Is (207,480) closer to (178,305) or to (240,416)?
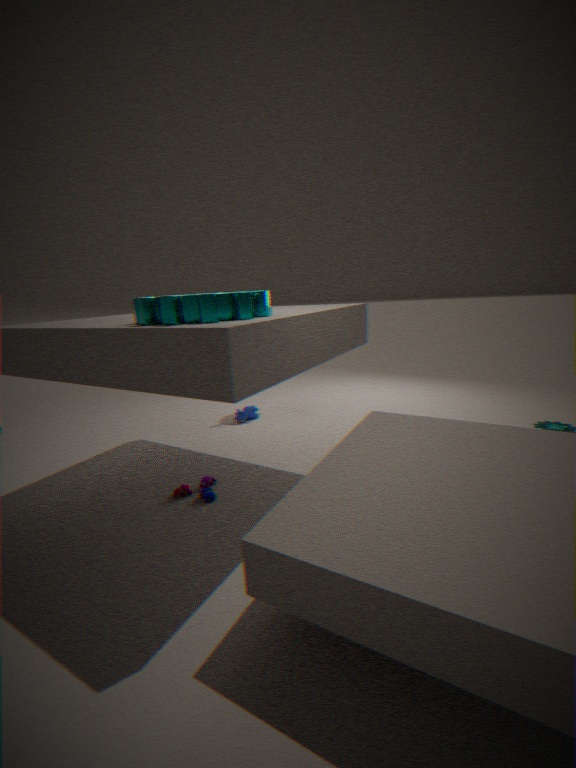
(178,305)
